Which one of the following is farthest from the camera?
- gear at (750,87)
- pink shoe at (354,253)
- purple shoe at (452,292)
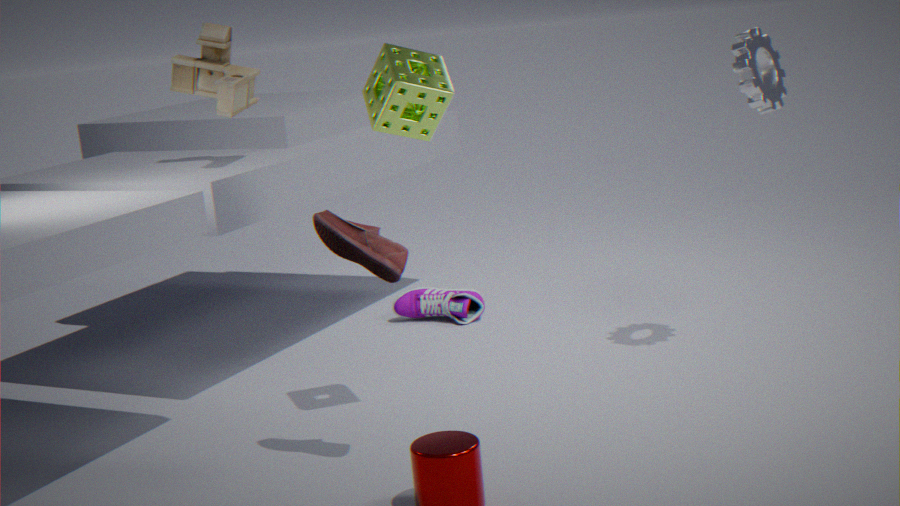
purple shoe at (452,292)
